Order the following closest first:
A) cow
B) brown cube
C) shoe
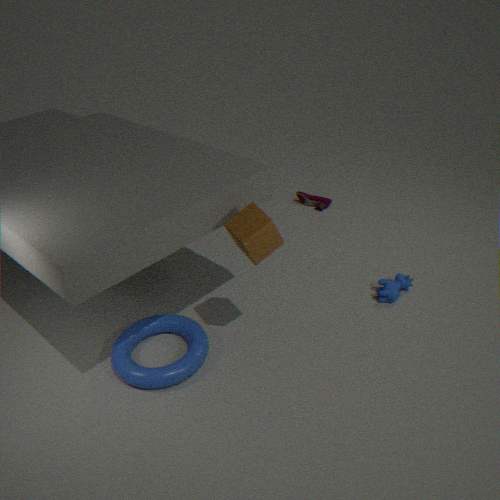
brown cube, cow, shoe
